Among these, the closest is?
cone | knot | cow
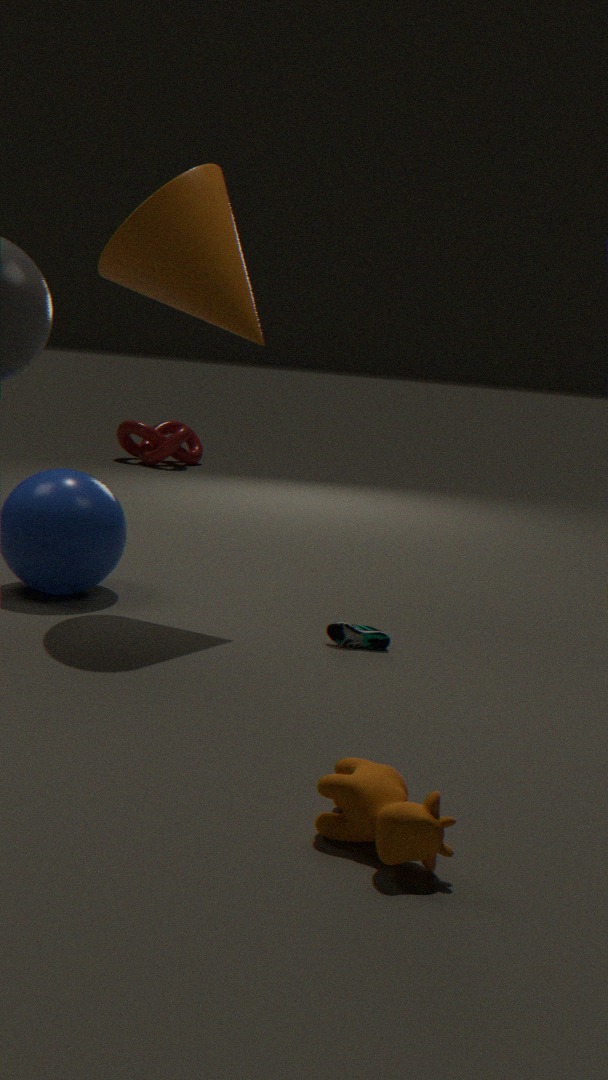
cow
